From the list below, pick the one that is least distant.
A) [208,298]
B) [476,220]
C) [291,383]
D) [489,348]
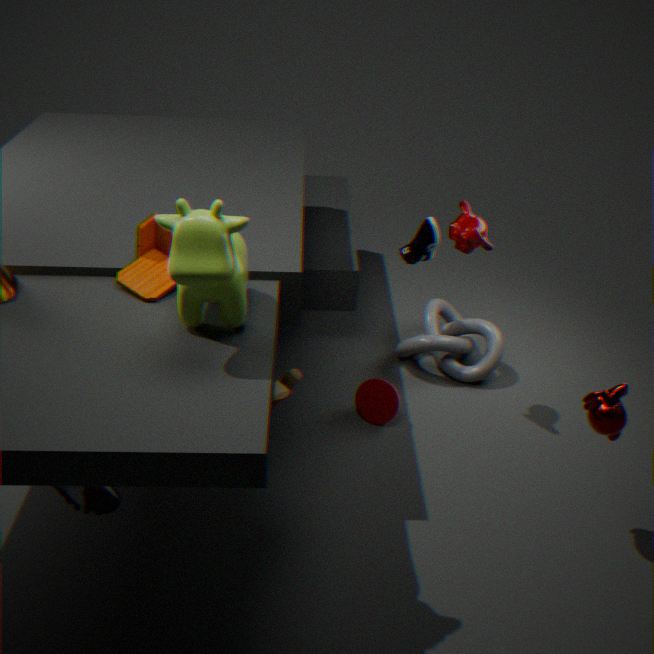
A. [208,298]
